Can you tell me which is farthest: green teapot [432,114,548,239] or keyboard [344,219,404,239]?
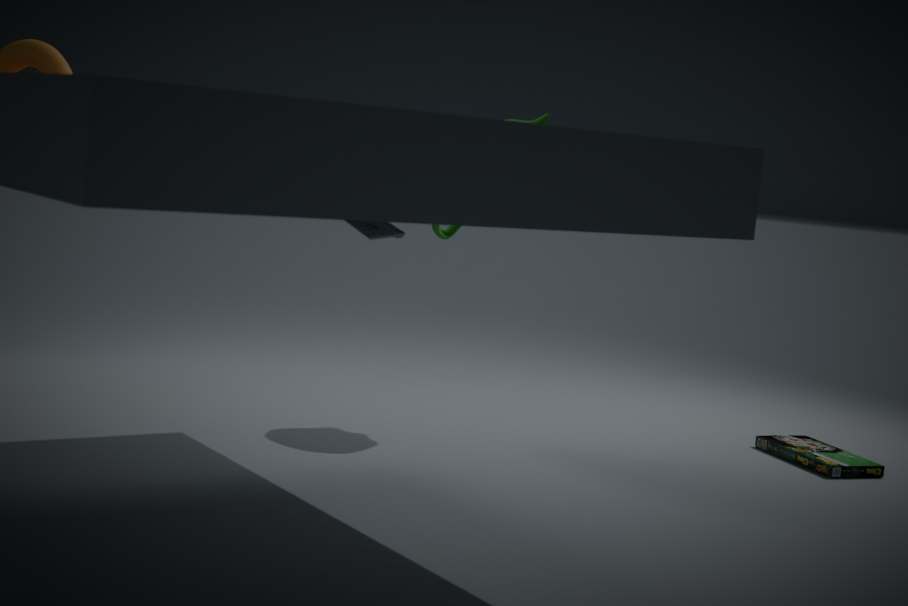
green teapot [432,114,548,239]
